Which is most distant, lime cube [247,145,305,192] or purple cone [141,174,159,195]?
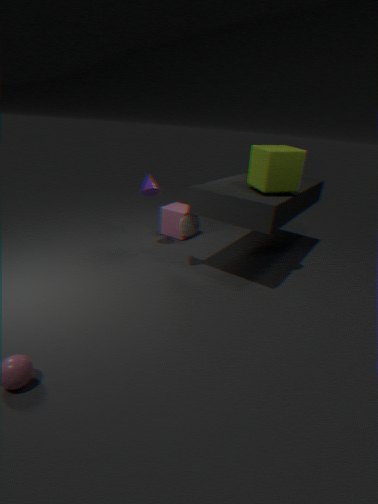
purple cone [141,174,159,195]
